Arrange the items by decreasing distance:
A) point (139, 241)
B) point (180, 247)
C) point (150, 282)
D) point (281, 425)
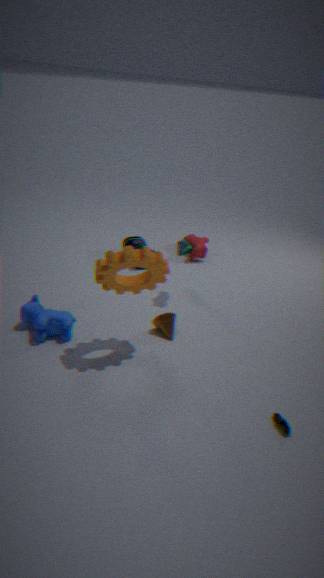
1. point (139, 241)
2. point (180, 247)
3. point (150, 282)
4. point (281, 425)
